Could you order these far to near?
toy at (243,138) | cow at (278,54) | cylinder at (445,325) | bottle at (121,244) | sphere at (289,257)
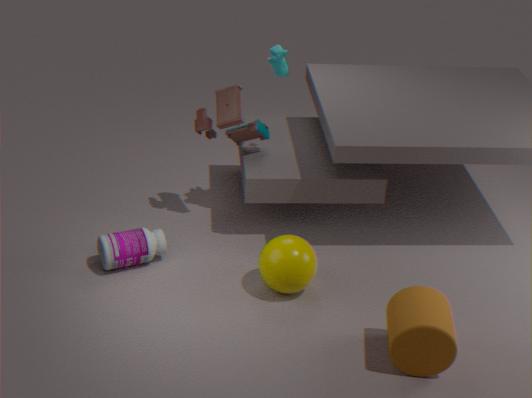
toy at (243,138) < cow at (278,54) < bottle at (121,244) < sphere at (289,257) < cylinder at (445,325)
